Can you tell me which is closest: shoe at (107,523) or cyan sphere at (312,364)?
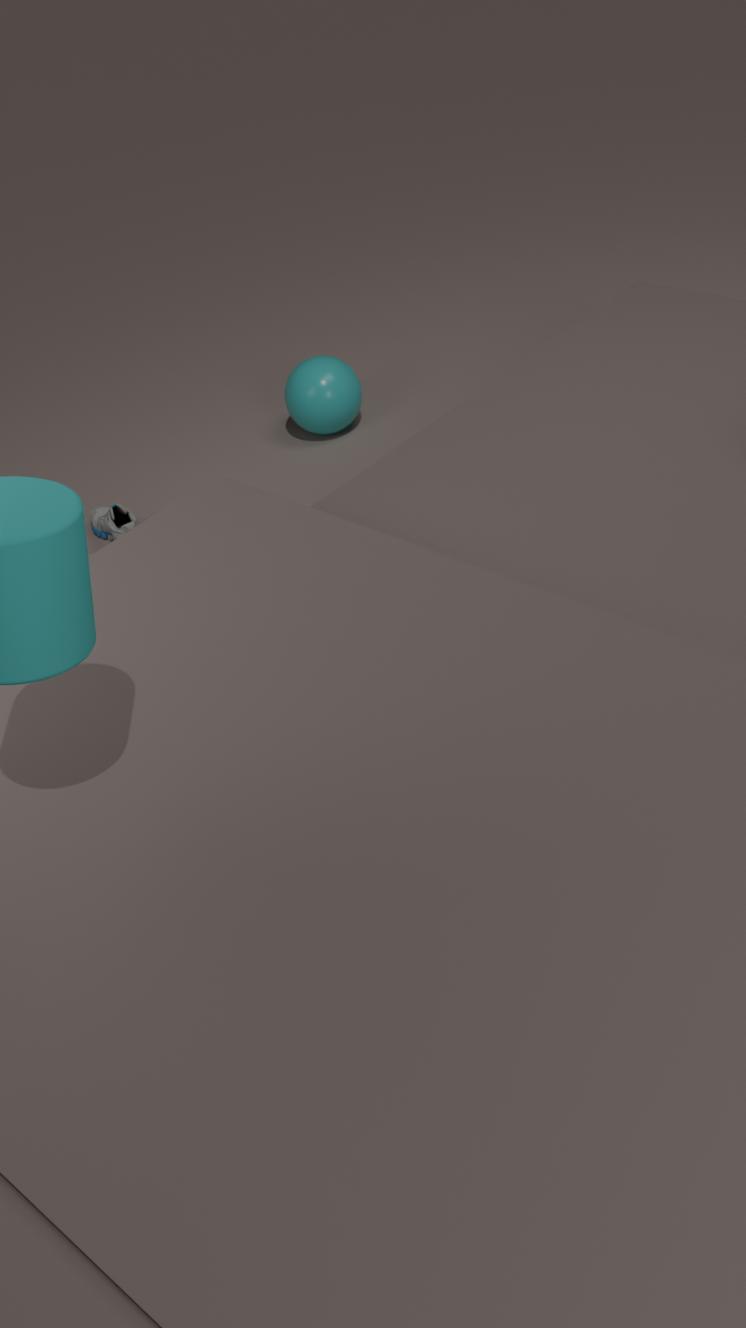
shoe at (107,523)
